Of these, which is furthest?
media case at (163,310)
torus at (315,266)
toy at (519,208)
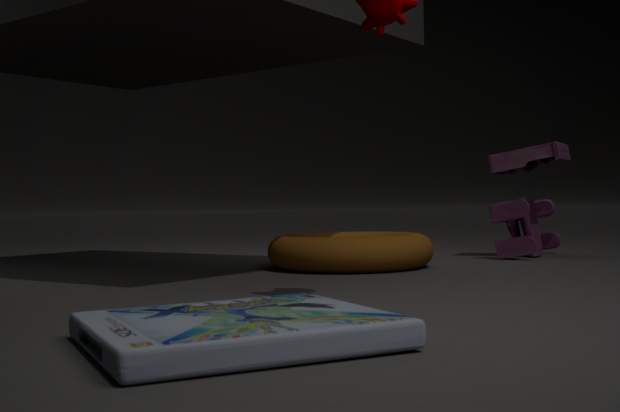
toy at (519,208)
